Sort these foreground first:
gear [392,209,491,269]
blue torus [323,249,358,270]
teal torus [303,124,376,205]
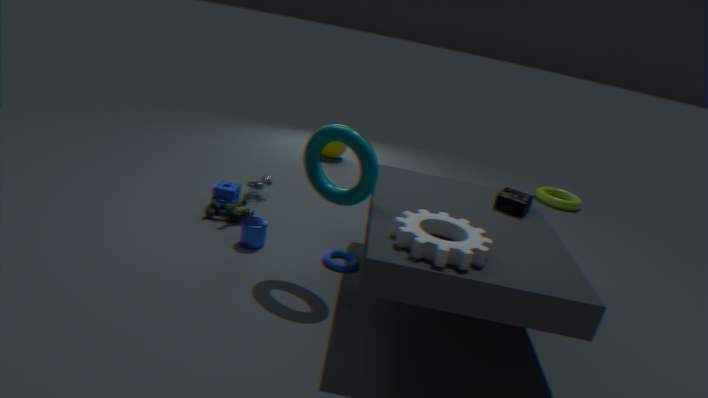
1. gear [392,209,491,269]
2. teal torus [303,124,376,205]
3. blue torus [323,249,358,270]
